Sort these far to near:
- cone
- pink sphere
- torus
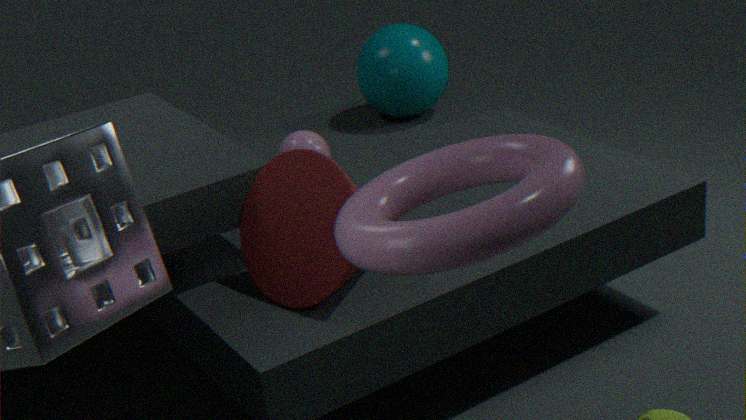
pink sphere → cone → torus
